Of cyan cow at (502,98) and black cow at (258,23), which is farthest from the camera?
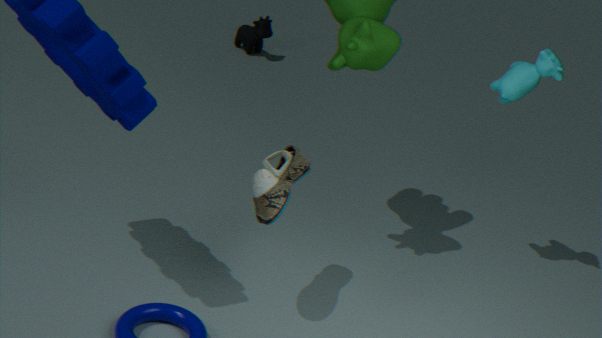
black cow at (258,23)
